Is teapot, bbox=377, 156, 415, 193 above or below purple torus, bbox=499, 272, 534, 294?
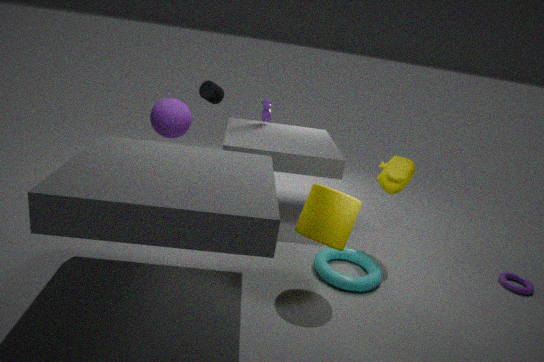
above
